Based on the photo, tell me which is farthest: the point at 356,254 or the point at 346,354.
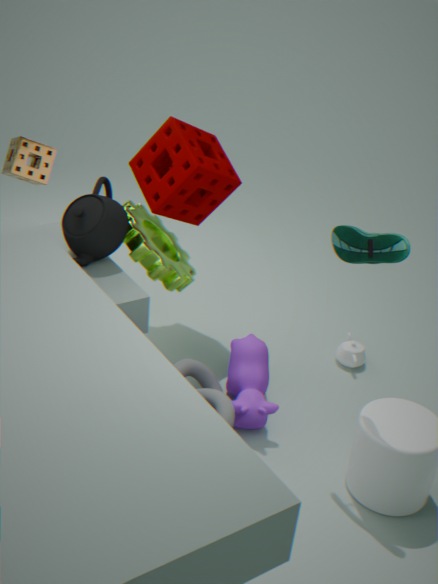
the point at 346,354
